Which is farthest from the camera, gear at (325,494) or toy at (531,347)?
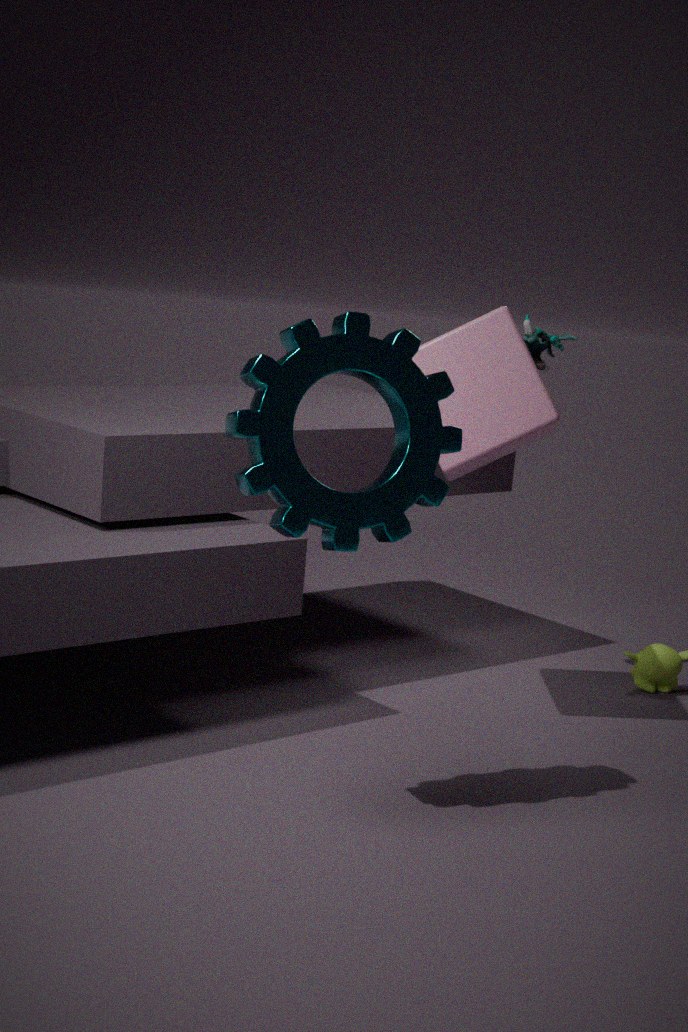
toy at (531,347)
